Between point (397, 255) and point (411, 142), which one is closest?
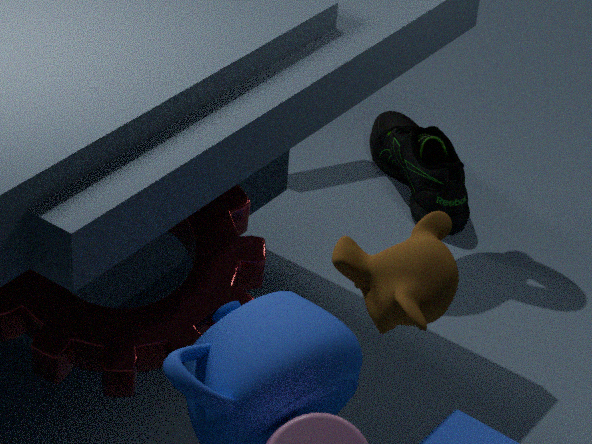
point (397, 255)
